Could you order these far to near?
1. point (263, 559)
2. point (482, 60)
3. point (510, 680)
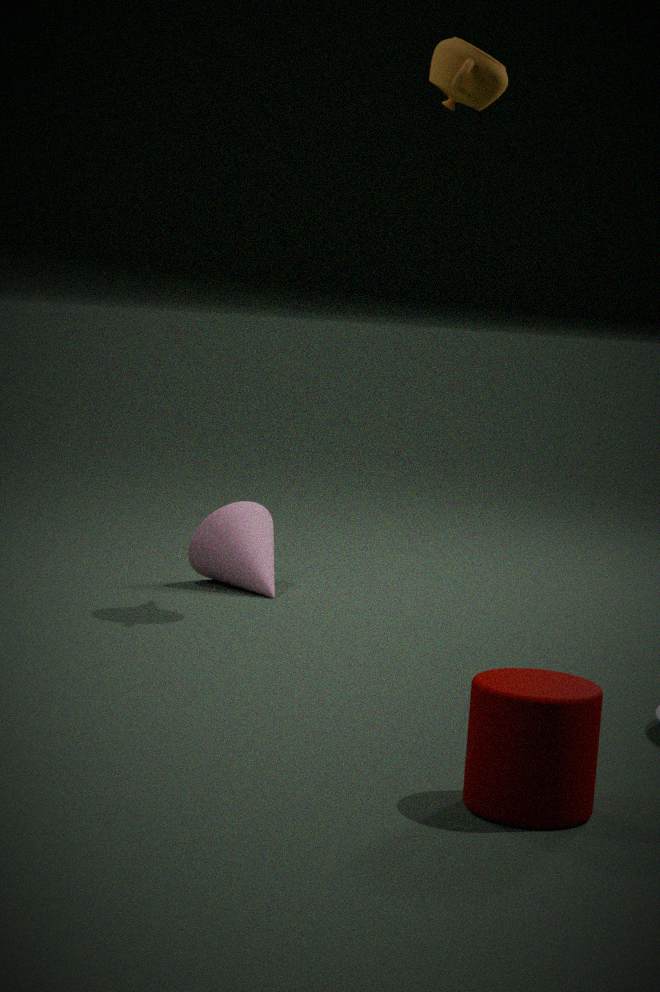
point (263, 559) → point (482, 60) → point (510, 680)
